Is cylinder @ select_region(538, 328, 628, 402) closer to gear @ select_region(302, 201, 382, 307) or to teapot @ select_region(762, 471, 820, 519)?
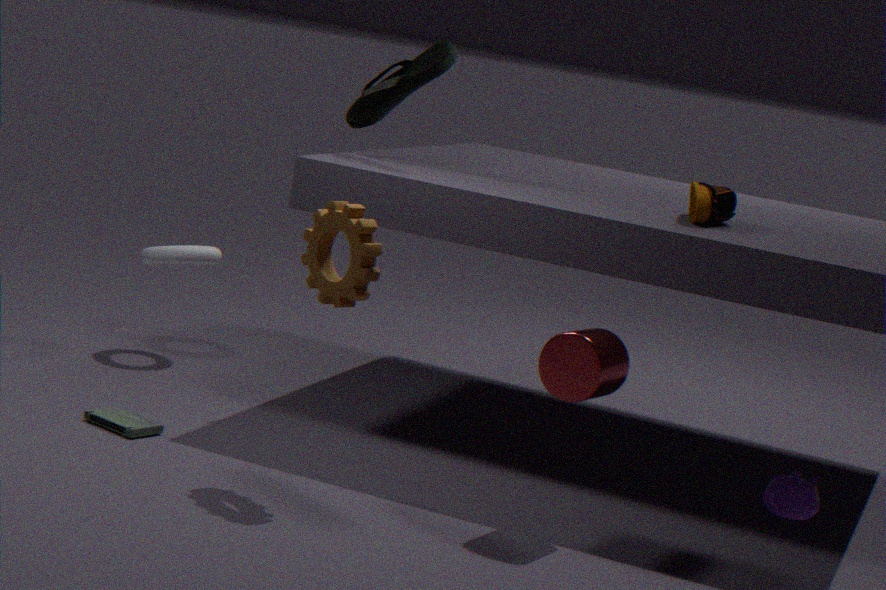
gear @ select_region(302, 201, 382, 307)
